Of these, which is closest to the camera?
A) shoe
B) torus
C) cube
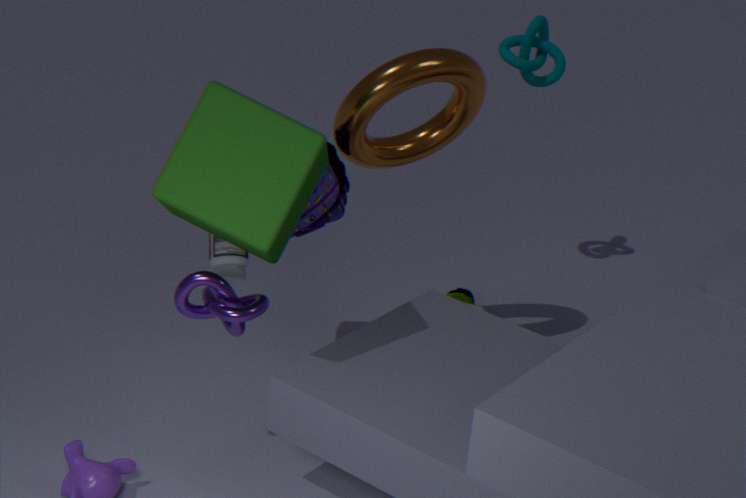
cube
